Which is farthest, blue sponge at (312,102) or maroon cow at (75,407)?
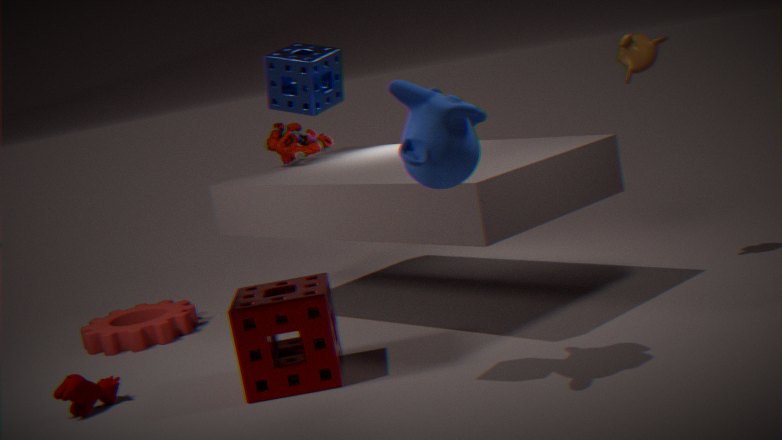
maroon cow at (75,407)
